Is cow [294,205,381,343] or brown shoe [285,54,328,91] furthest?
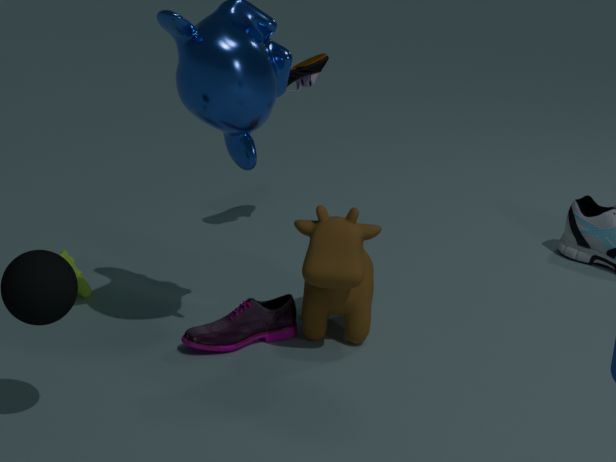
brown shoe [285,54,328,91]
